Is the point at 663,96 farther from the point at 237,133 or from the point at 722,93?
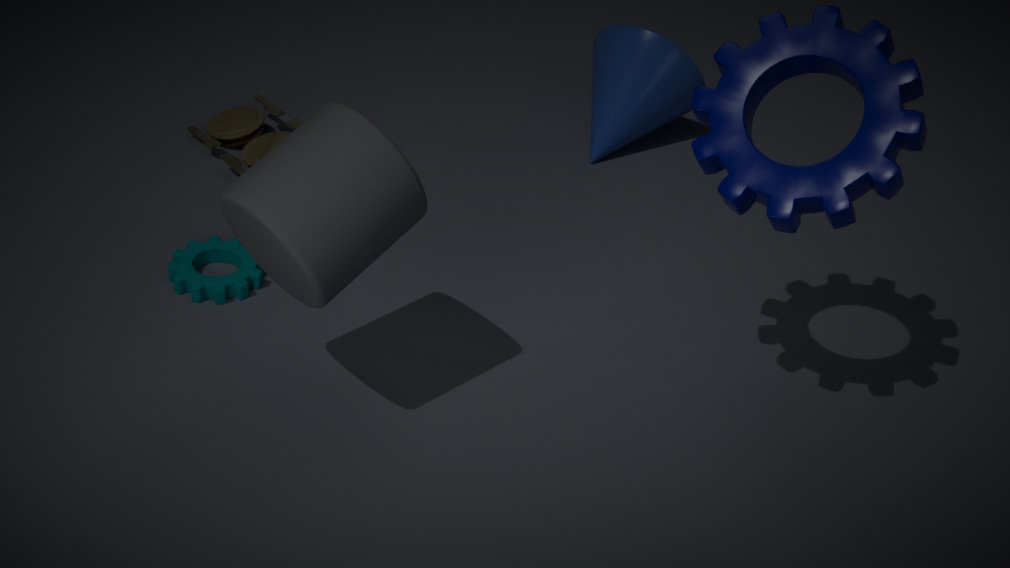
the point at 722,93
